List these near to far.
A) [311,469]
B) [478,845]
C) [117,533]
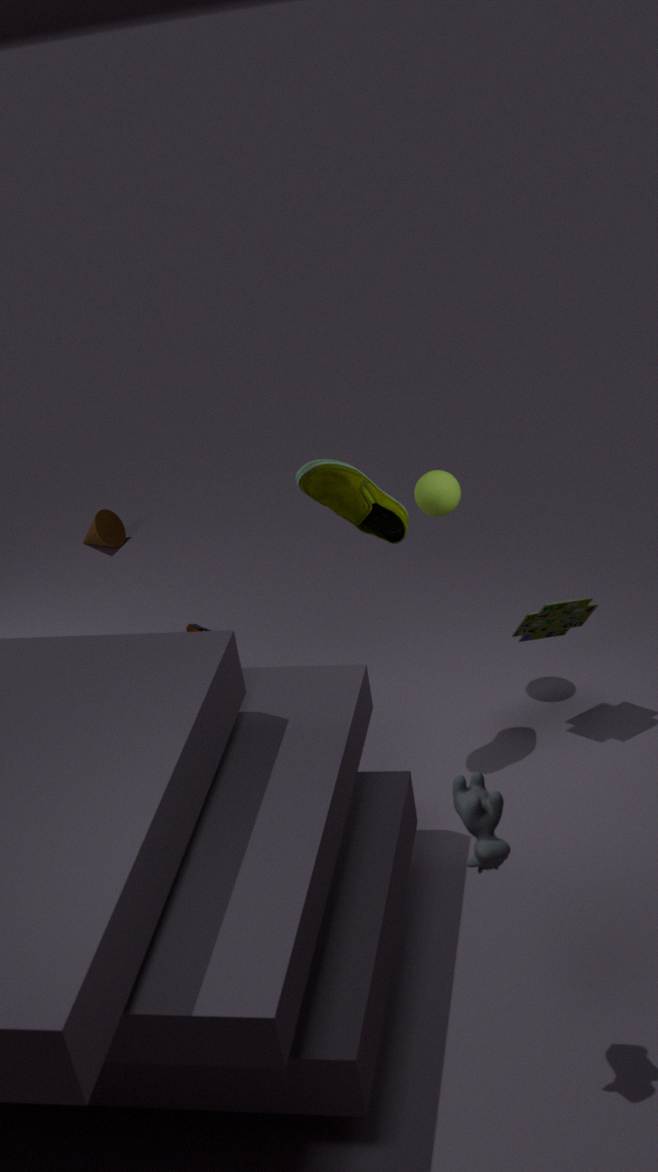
[478,845] < [311,469] < [117,533]
